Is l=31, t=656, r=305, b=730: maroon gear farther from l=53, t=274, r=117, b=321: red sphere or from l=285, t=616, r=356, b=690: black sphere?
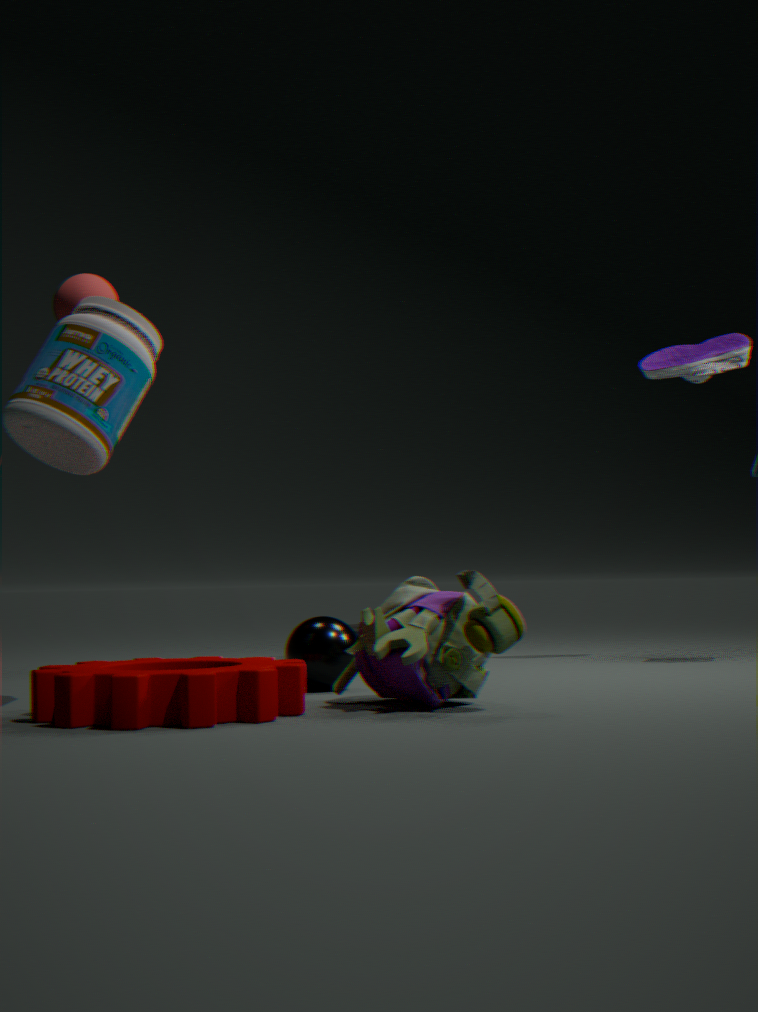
l=53, t=274, r=117, b=321: red sphere
